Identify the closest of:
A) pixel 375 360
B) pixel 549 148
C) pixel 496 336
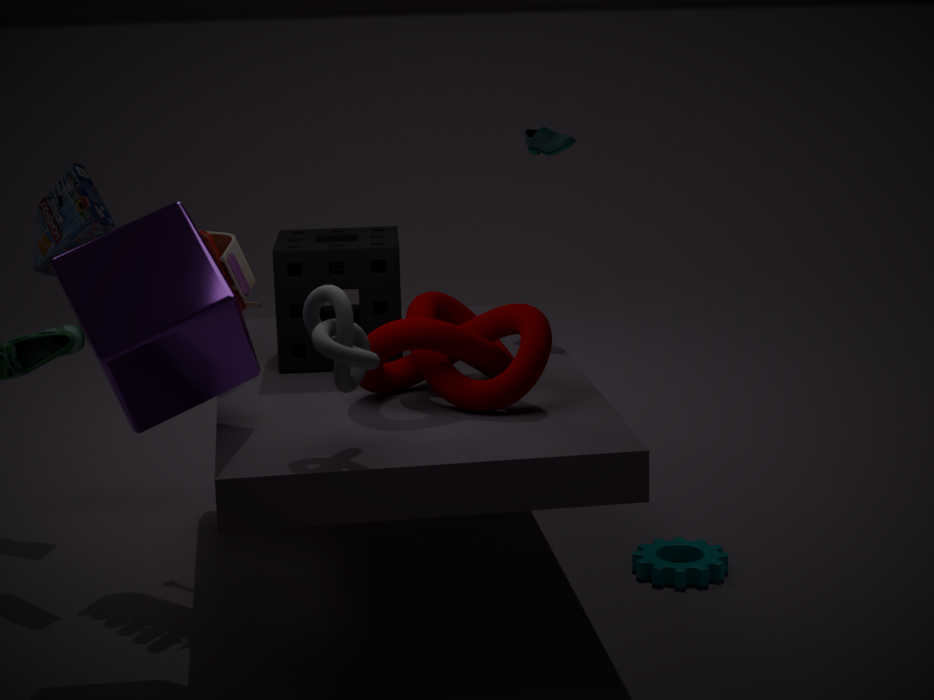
pixel 375 360
